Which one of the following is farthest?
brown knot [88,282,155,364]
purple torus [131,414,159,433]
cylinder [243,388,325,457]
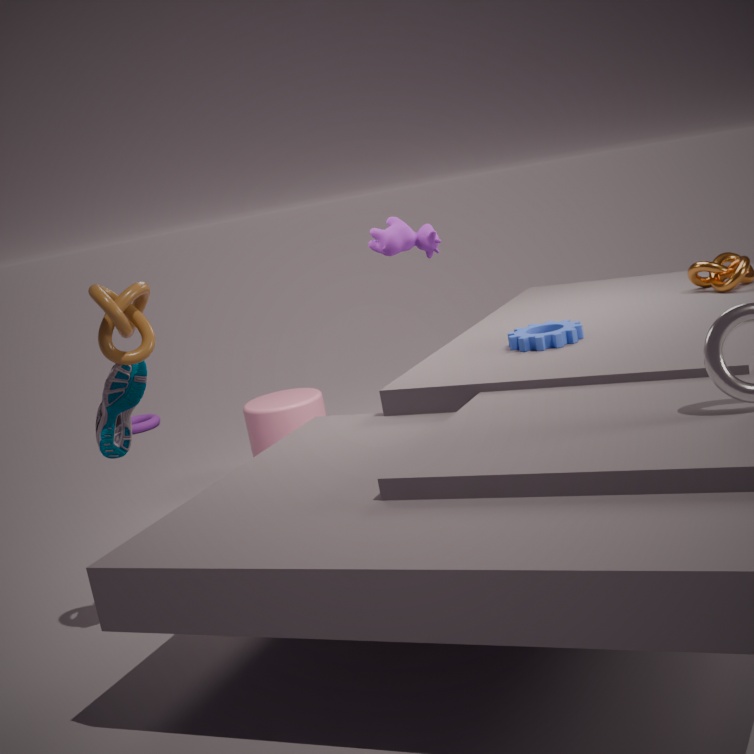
purple torus [131,414,159,433]
